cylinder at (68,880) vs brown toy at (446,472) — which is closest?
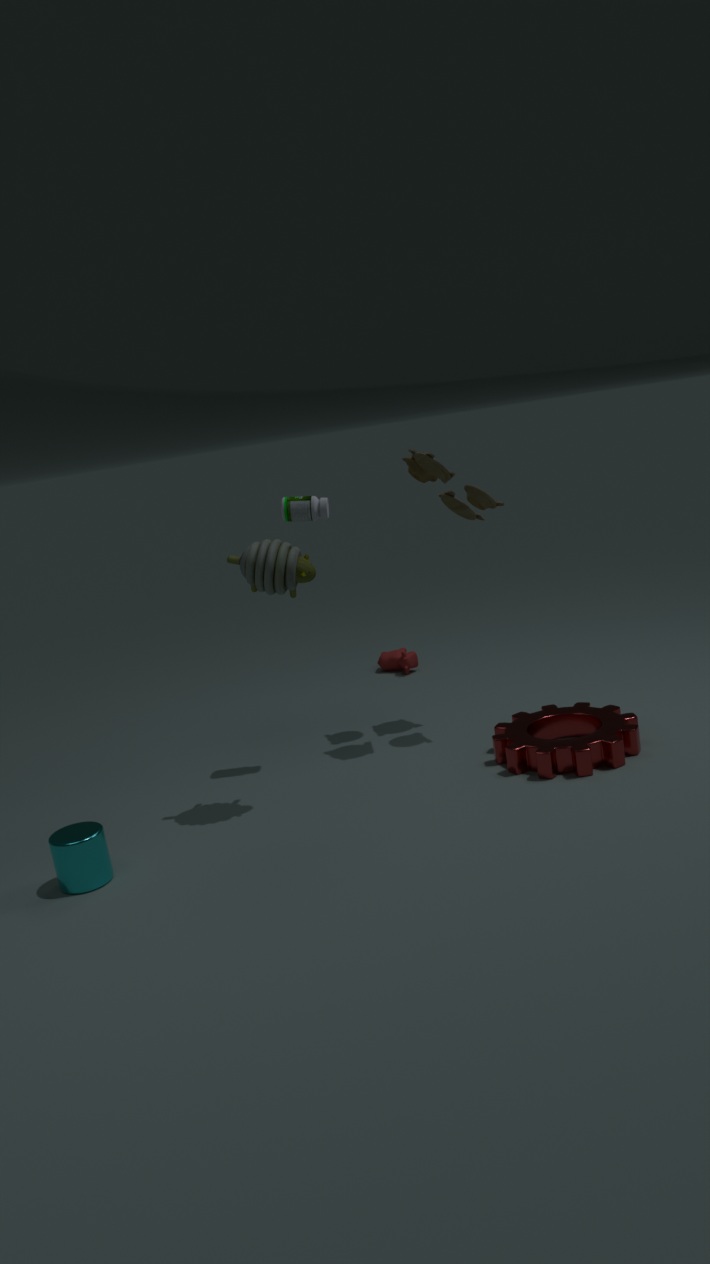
cylinder at (68,880)
